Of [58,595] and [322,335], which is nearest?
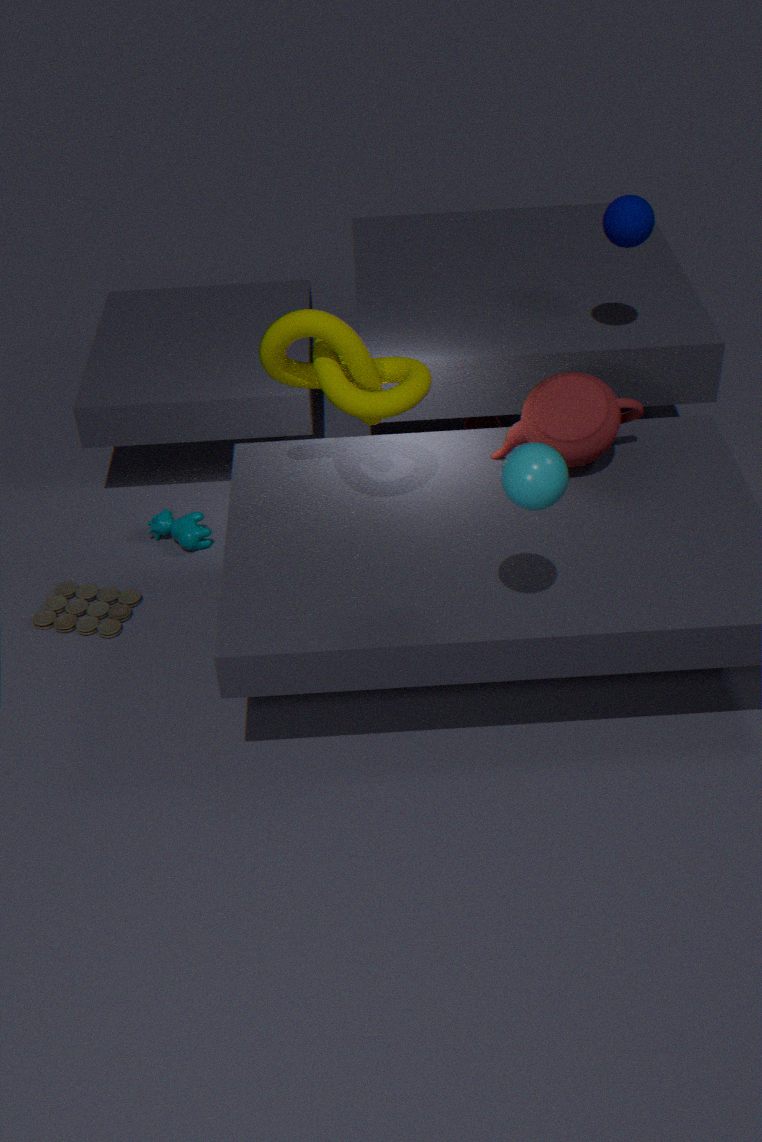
[322,335]
